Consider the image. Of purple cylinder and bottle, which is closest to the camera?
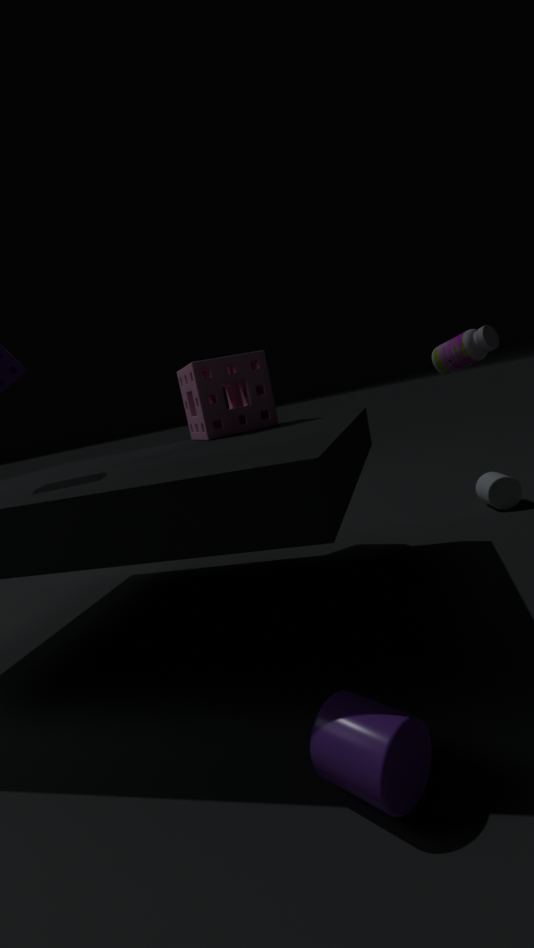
purple cylinder
